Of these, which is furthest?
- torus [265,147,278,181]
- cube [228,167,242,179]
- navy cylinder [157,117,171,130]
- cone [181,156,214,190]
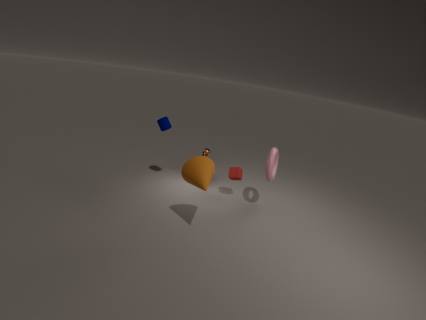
cube [228,167,242,179]
